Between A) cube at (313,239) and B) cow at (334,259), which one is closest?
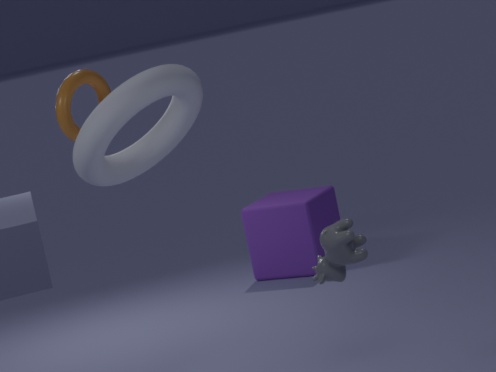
B. cow at (334,259)
